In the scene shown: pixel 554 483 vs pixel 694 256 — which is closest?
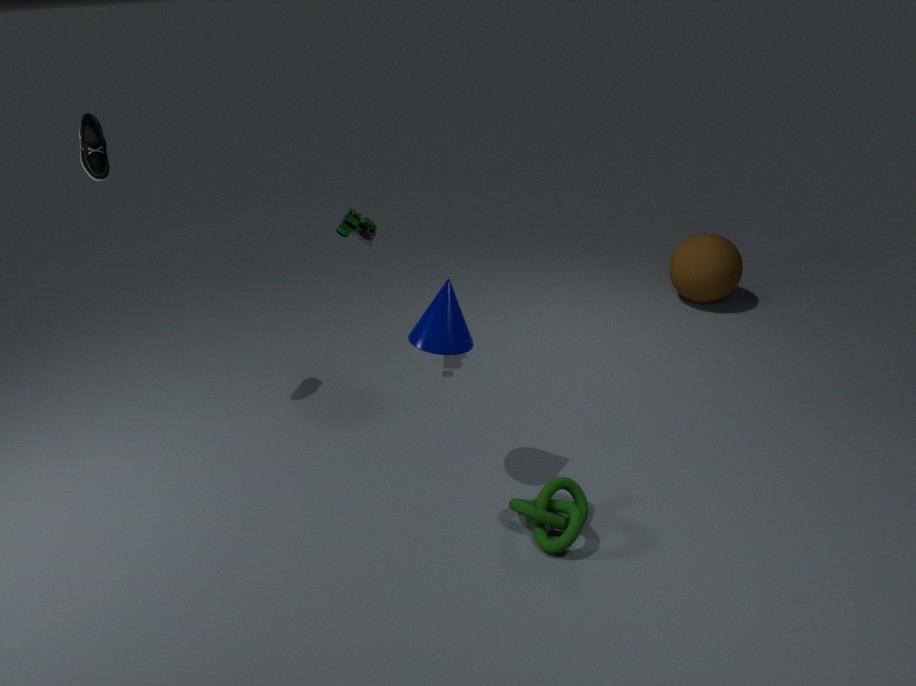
pixel 554 483
